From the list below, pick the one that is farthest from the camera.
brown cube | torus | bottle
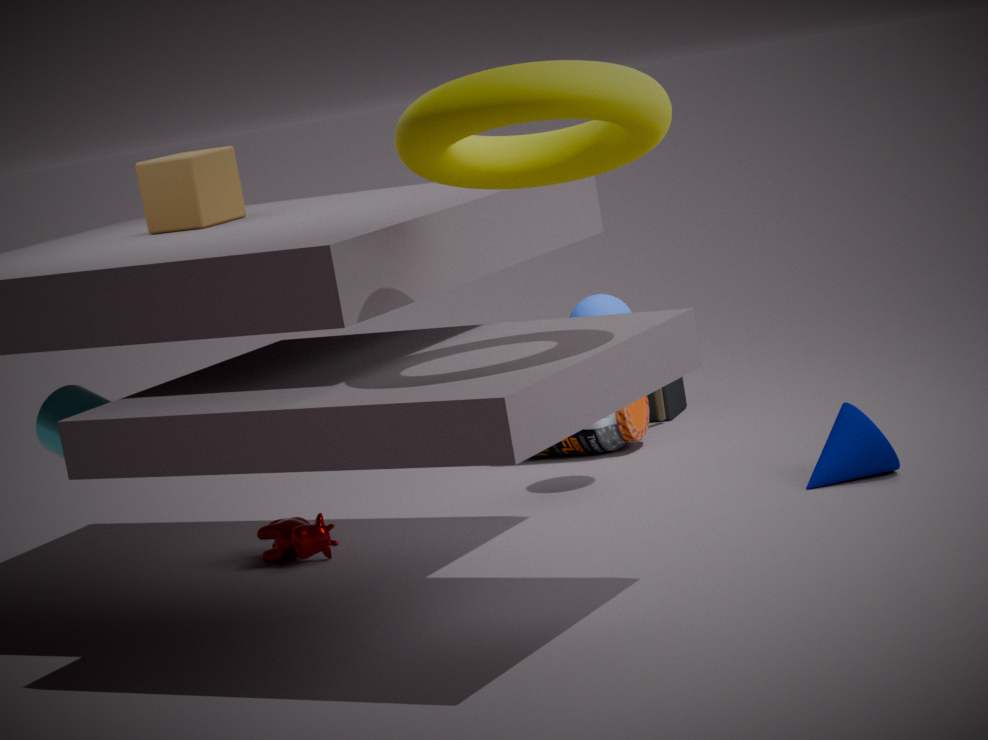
bottle
